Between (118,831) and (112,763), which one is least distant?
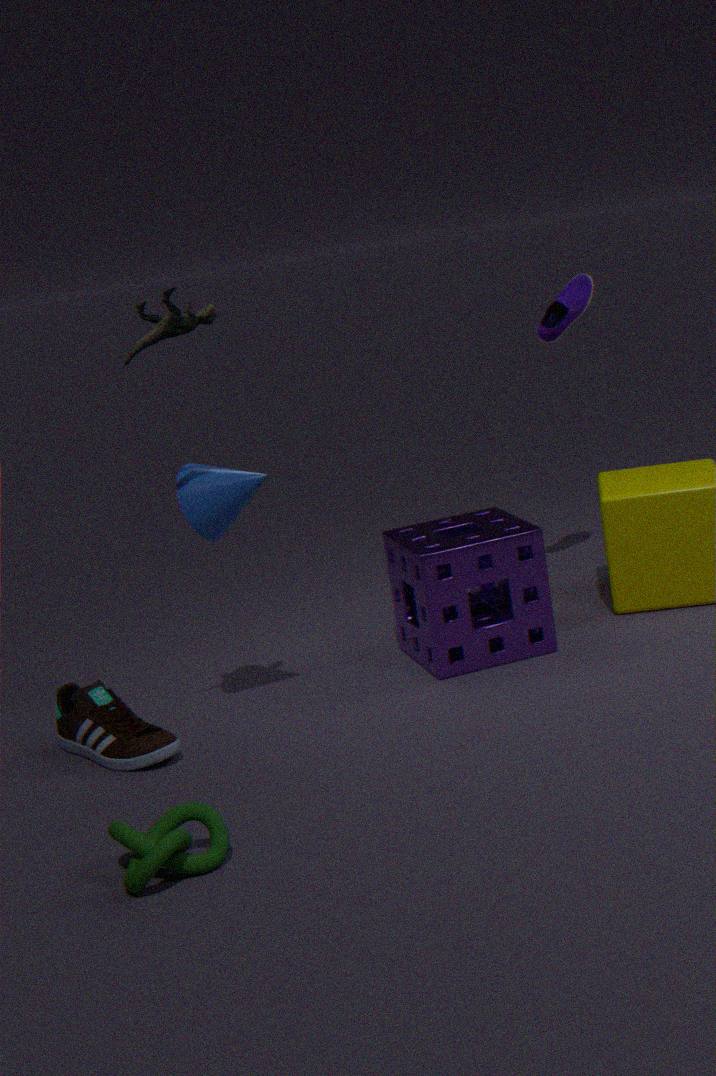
(118,831)
